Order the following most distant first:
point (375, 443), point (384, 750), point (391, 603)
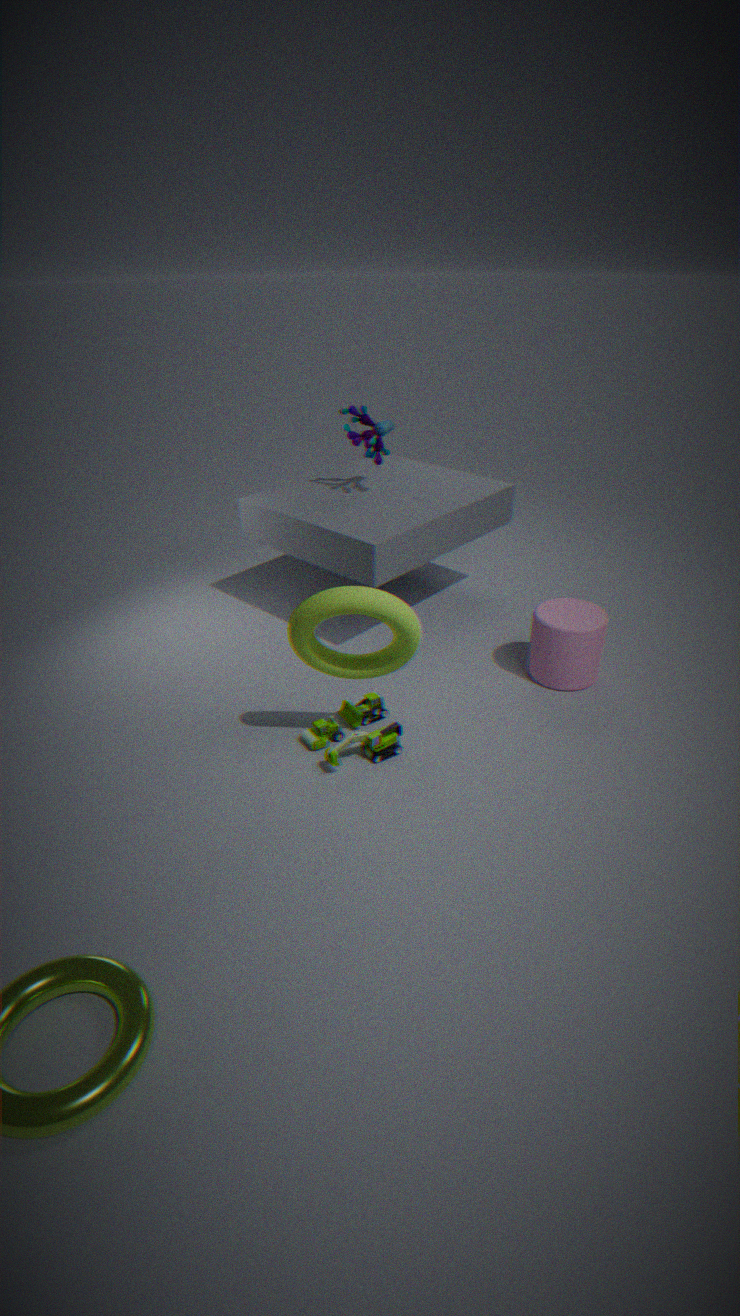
point (375, 443)
point (384, 750)
point (391, 603)
